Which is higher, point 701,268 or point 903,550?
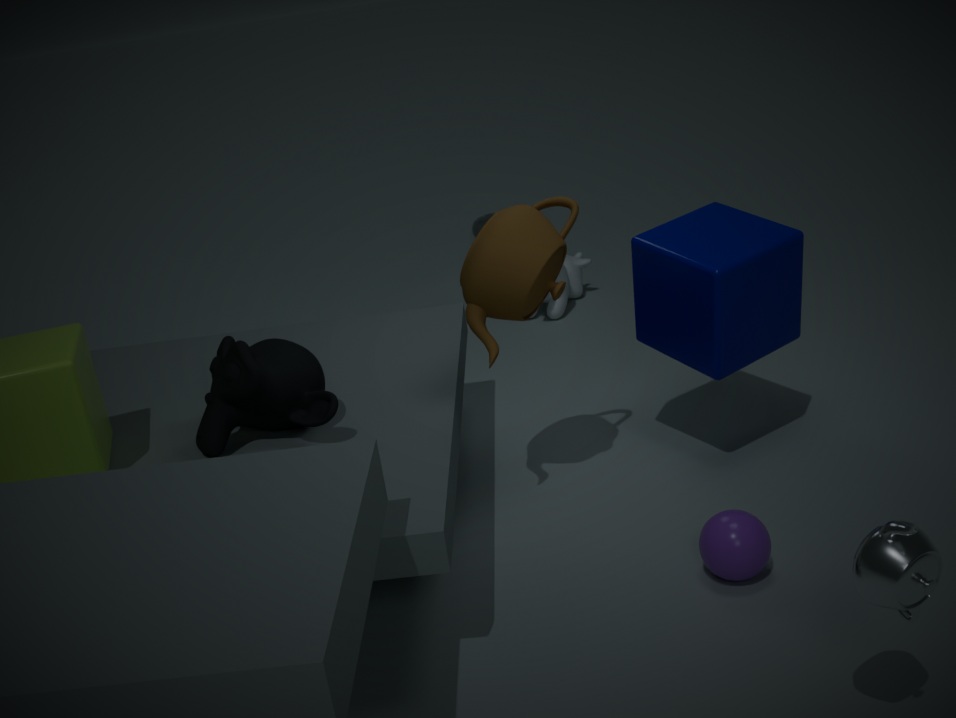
point 701,268
